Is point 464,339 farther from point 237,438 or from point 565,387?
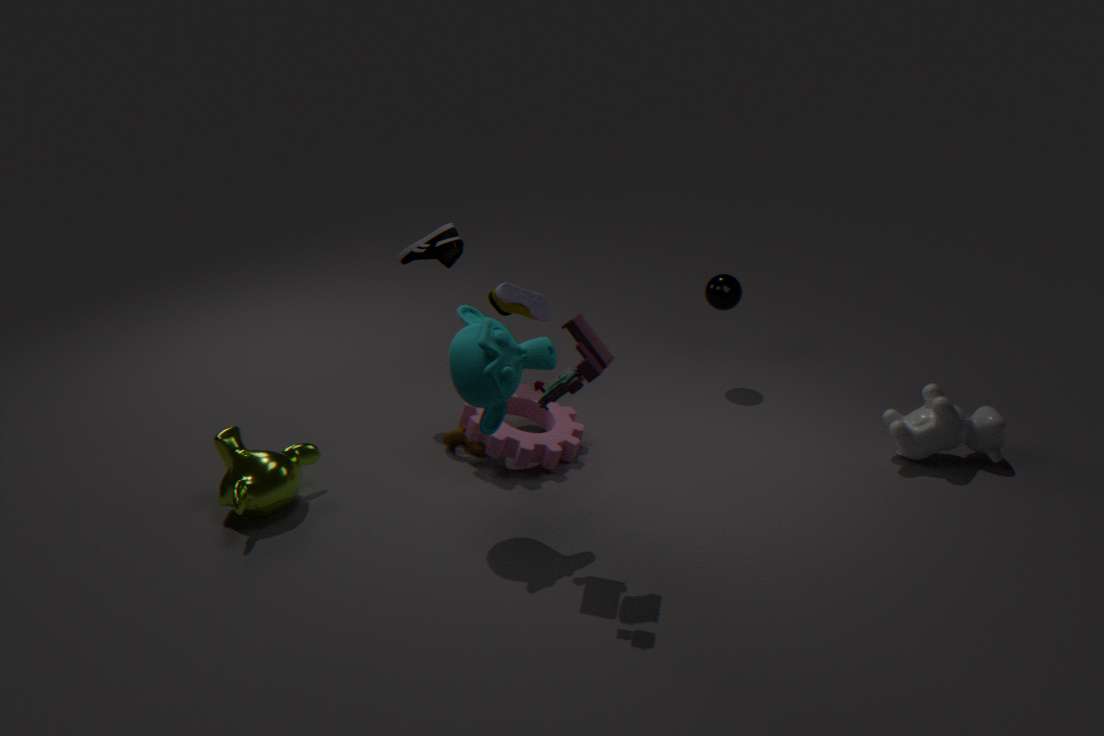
point 237,438
